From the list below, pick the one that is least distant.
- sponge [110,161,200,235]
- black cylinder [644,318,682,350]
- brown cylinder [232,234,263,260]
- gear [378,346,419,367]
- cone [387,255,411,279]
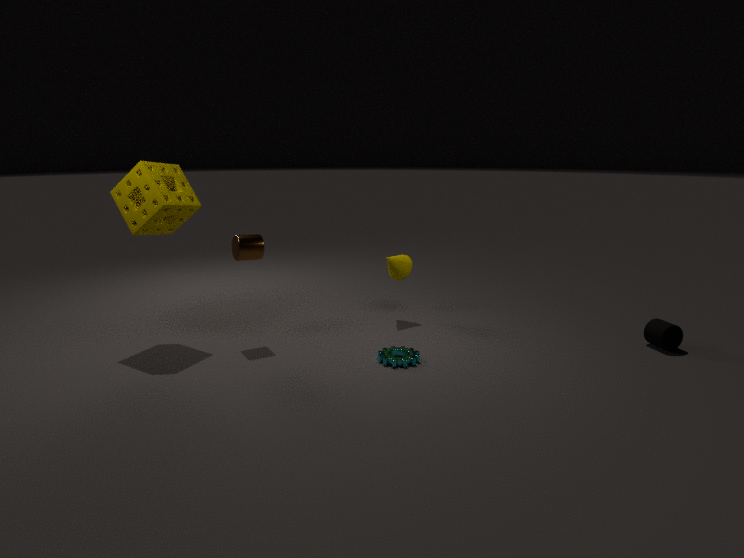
gear [378,346,419,367]
